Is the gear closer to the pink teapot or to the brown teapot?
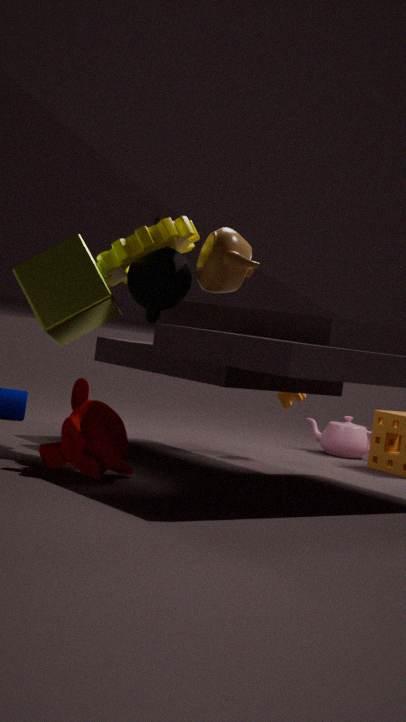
the brown teapot
